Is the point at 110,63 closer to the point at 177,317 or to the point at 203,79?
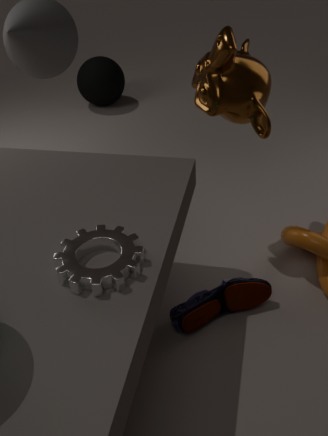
the point at 203,79
